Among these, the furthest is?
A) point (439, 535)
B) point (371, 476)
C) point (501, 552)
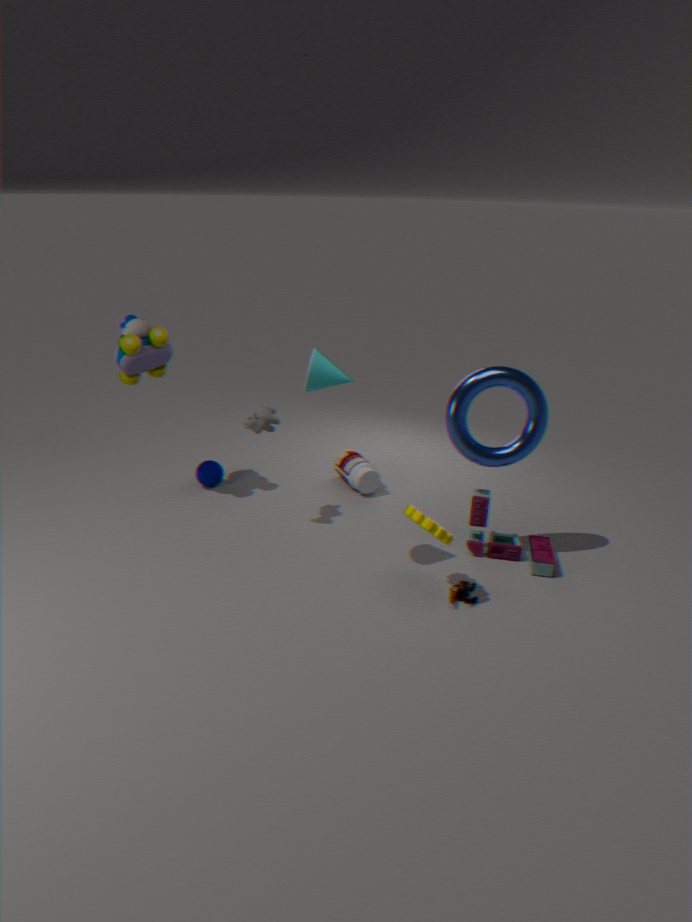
B. point (371, 476)
